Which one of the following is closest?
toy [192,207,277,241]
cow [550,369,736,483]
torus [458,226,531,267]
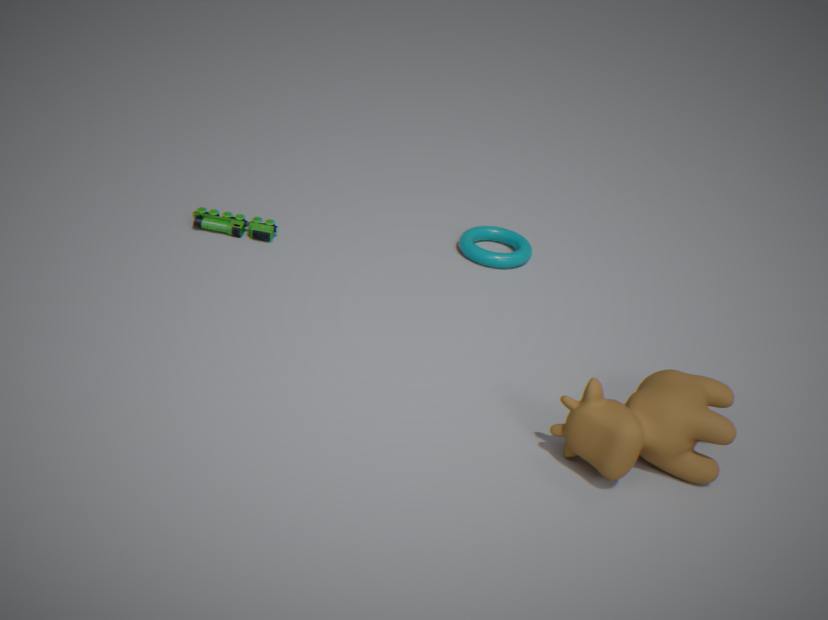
cow [550,369,736,483]
